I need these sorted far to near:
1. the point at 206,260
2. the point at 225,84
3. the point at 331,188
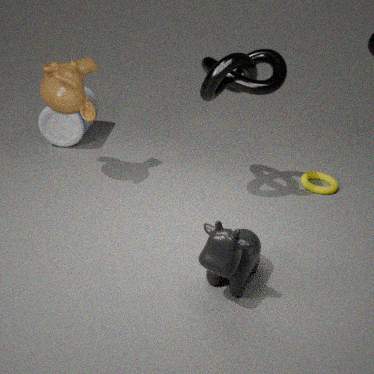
1. the point at 331,188
2. the point at 225,84
3. the point at 206,260
